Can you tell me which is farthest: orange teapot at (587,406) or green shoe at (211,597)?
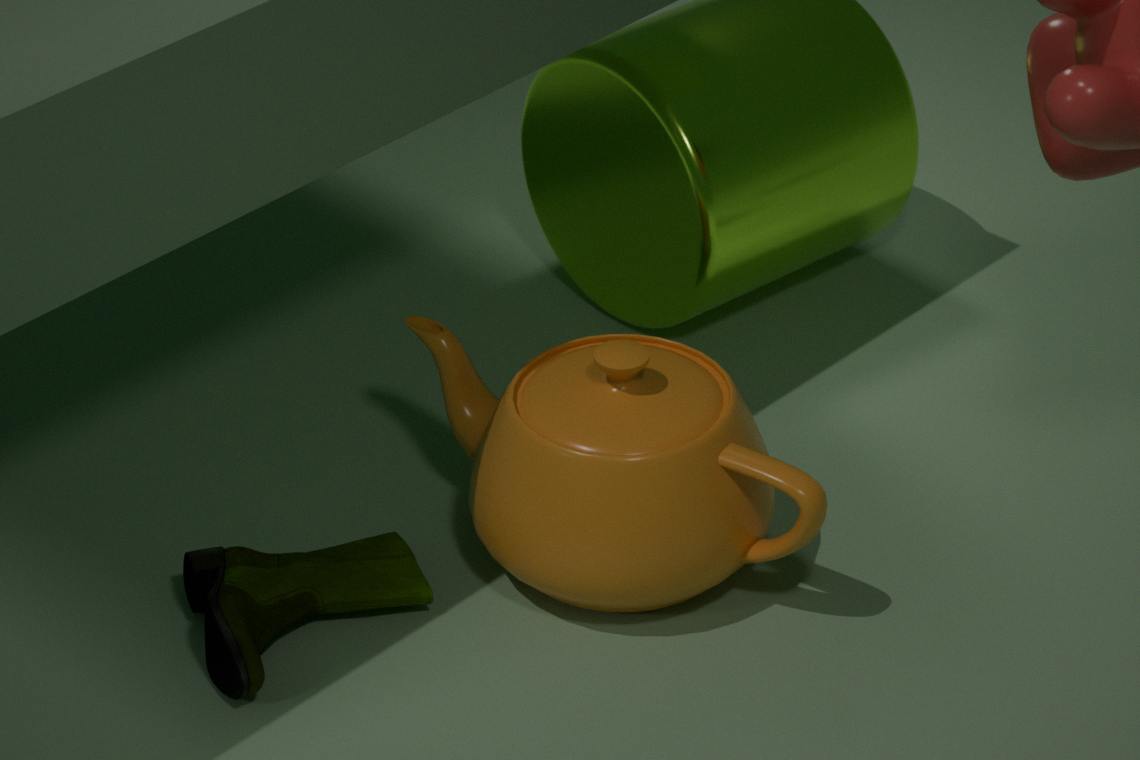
orange teapot at (587,406)
